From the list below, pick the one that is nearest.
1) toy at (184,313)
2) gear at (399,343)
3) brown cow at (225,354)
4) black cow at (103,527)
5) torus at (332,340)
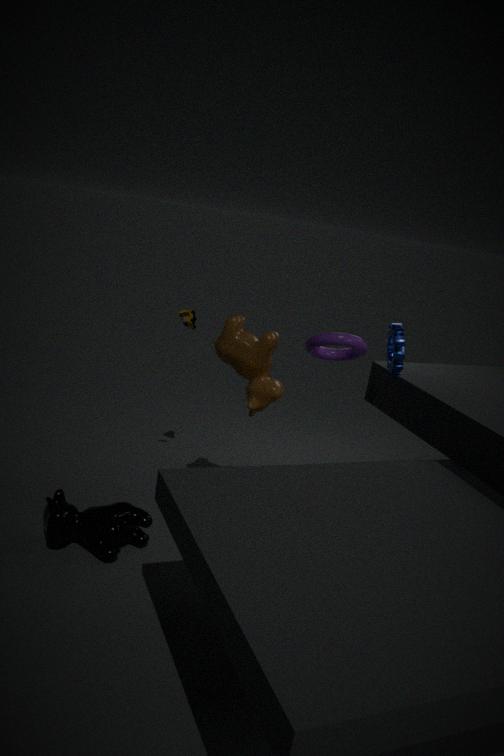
5. torus at (332,340)
